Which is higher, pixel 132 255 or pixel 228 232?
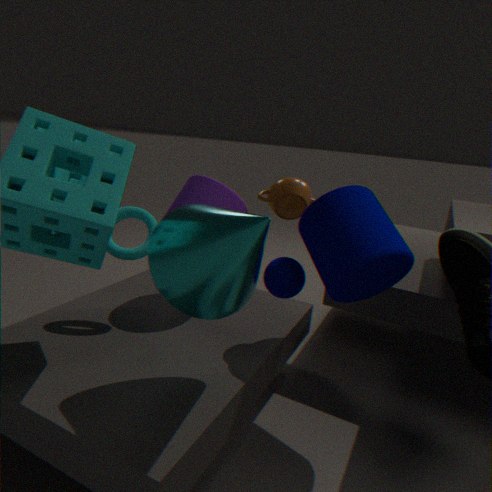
pixel 228 232
